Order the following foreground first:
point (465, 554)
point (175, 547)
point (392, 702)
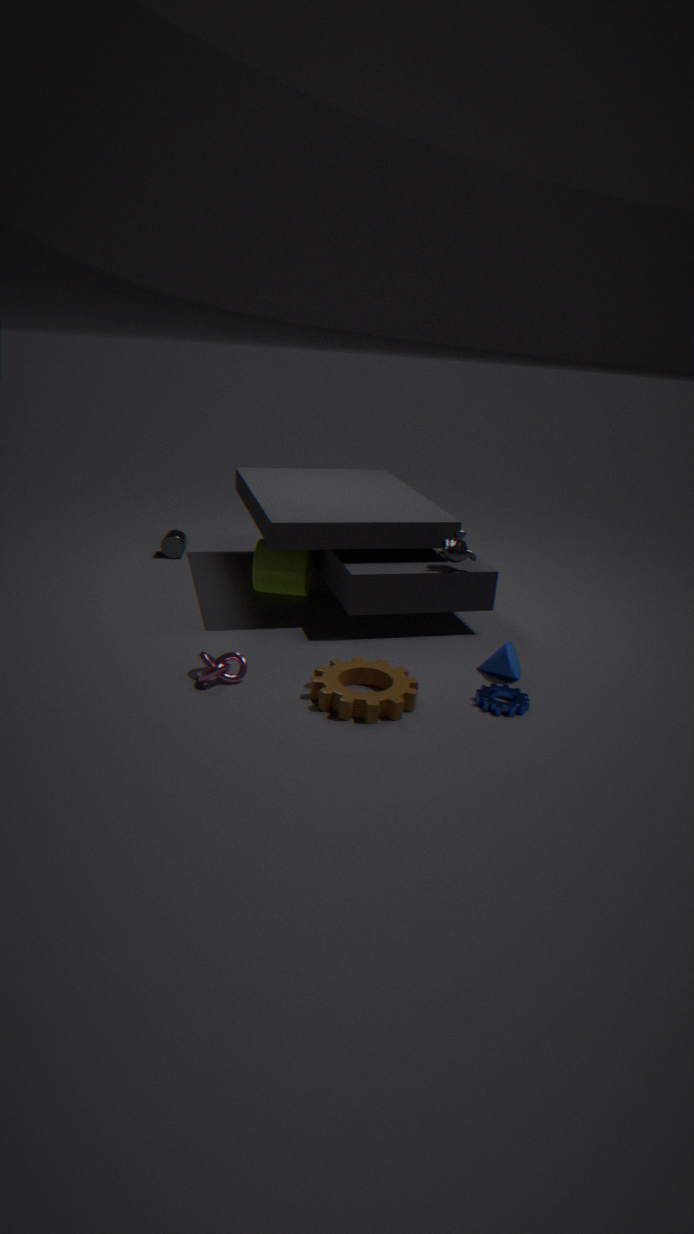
point (392, 702) < point (465, 554) < point (175, 547)
